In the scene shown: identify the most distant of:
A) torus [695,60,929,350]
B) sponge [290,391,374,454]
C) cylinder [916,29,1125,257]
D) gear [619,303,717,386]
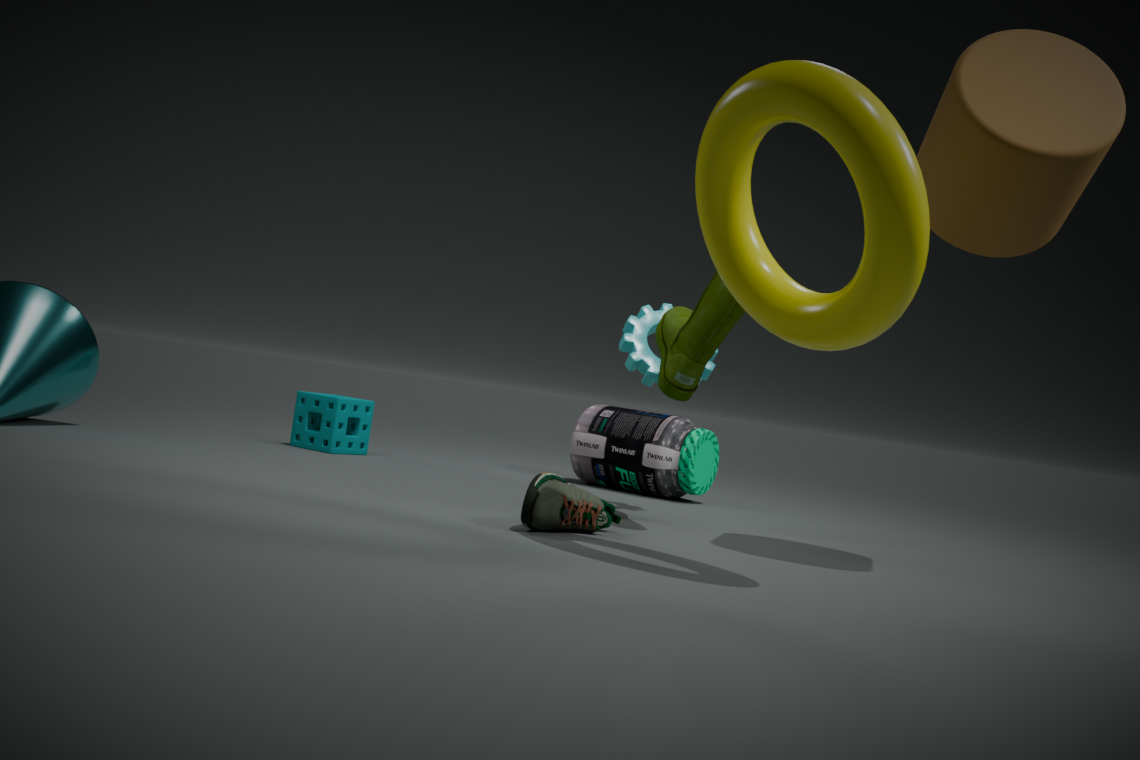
sponge [290,391,374,454]
